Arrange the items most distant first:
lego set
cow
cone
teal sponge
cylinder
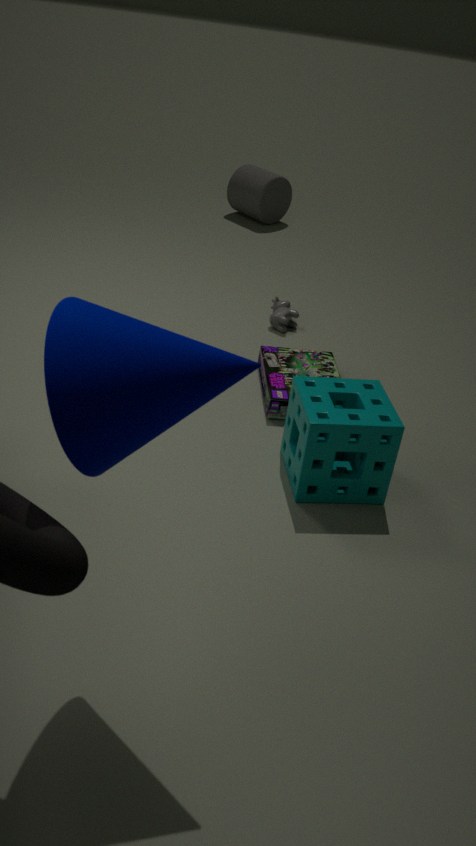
1. cylinder
2. cow
3. lego set
4. teal sponge
5. cone
